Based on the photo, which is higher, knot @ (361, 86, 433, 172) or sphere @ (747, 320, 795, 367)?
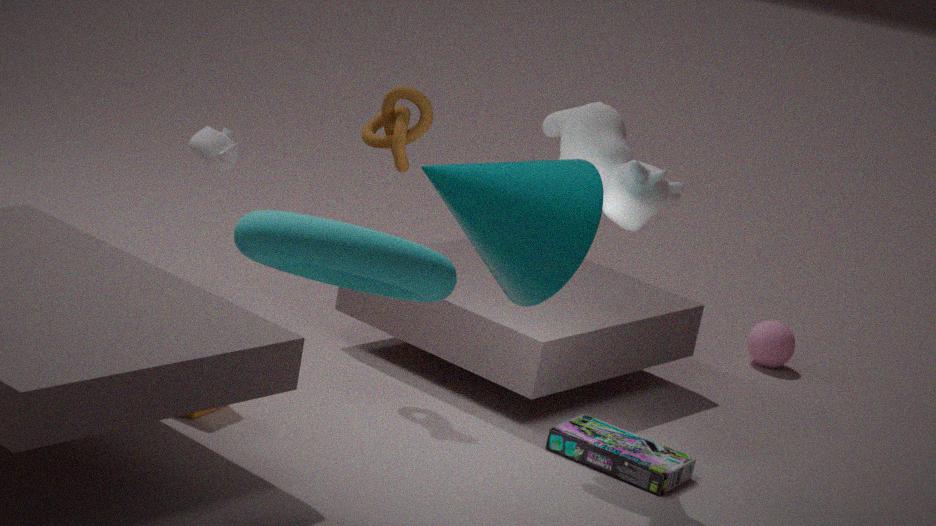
knot @ (361, 86, 433, 172)
